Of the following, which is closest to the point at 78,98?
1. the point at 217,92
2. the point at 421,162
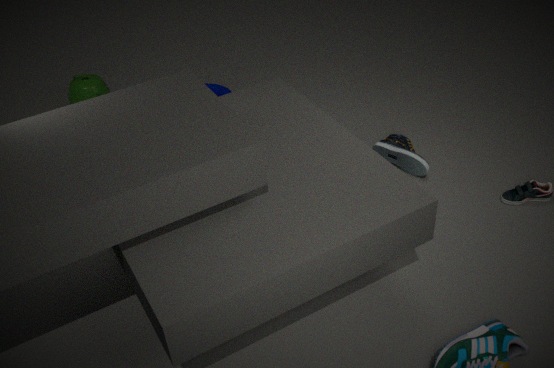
the point at 217,92
